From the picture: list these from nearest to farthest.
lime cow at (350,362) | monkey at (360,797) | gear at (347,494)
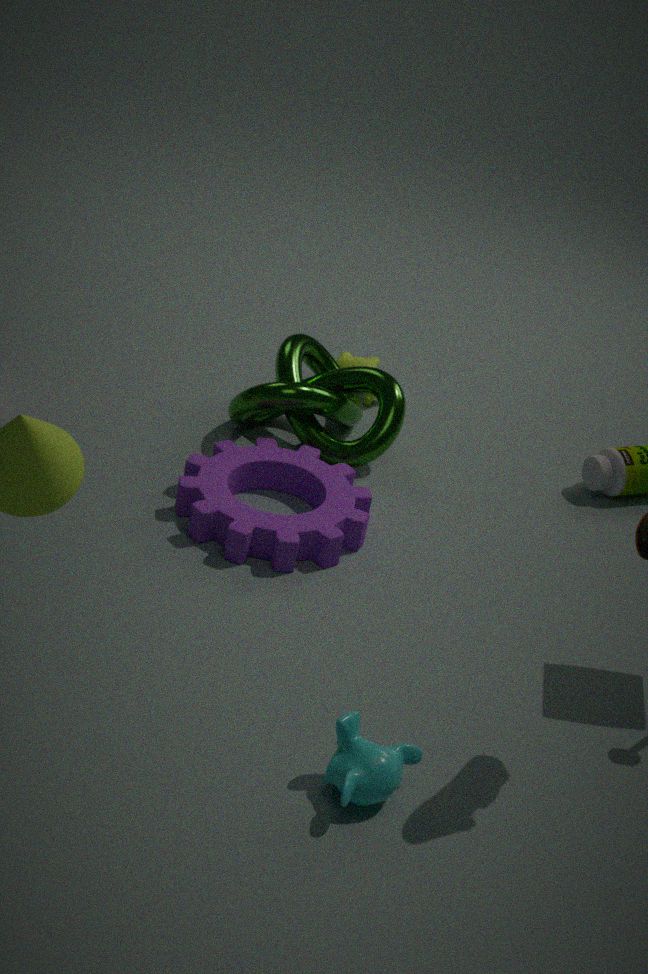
monkey at (360,797) < gear at (347,494) < lime cow at (350,362)
